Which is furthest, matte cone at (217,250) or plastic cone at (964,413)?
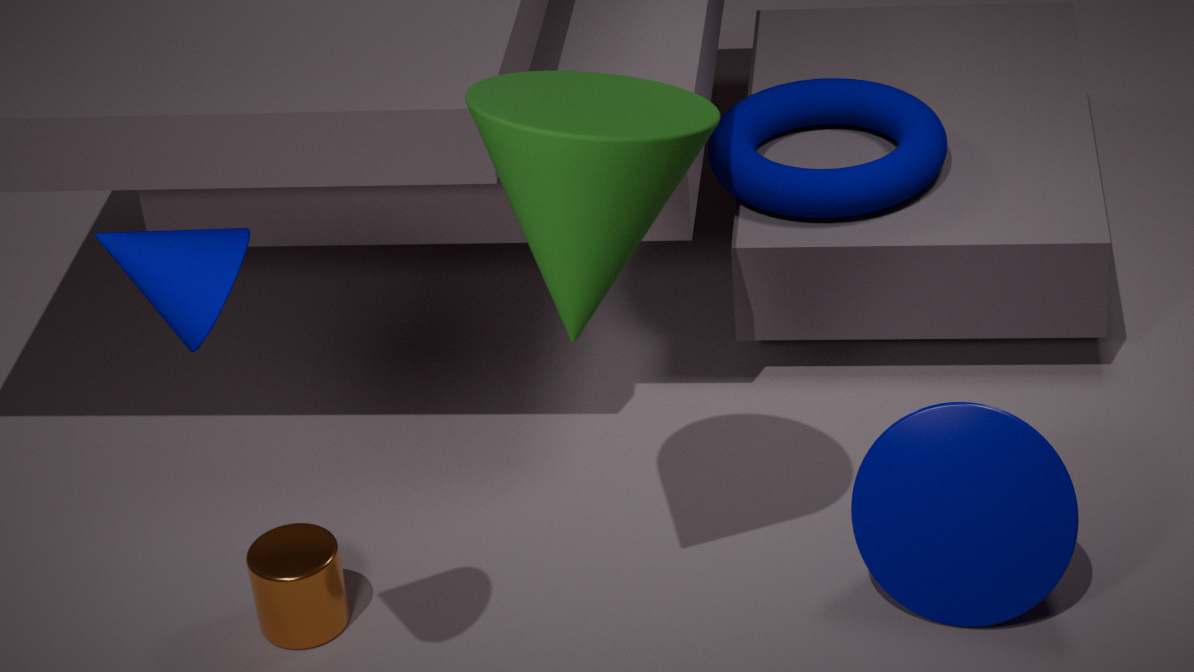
plastic cone at (964,413)
